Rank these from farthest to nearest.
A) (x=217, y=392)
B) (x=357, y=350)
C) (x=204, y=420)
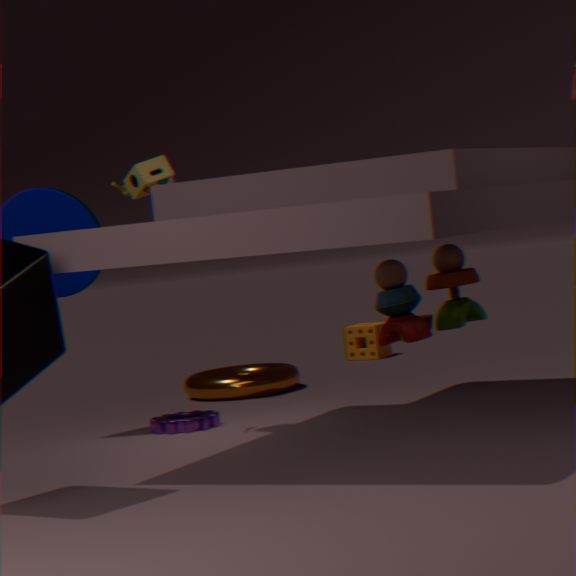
(x=357, y=350) → (x=217, y=392) → (x=204, y=420)
